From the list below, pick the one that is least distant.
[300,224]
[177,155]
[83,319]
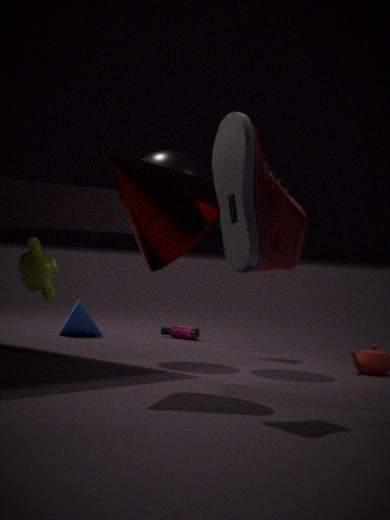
[300,224]
